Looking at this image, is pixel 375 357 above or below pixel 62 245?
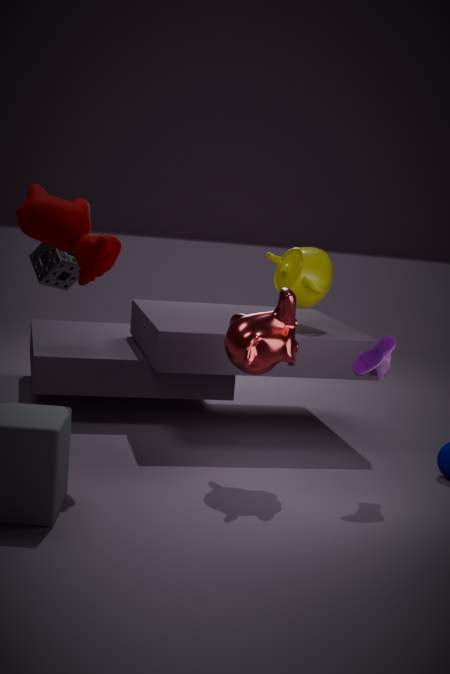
below
